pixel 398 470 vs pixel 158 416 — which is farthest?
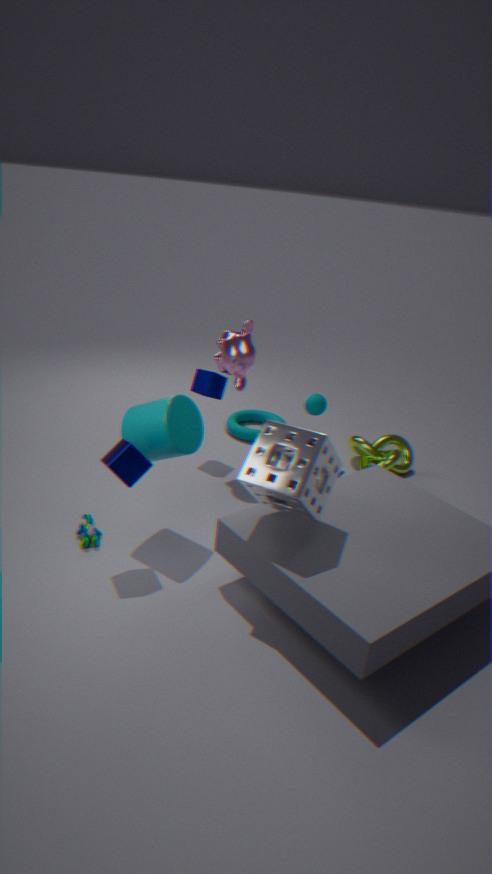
pixel 398 470
